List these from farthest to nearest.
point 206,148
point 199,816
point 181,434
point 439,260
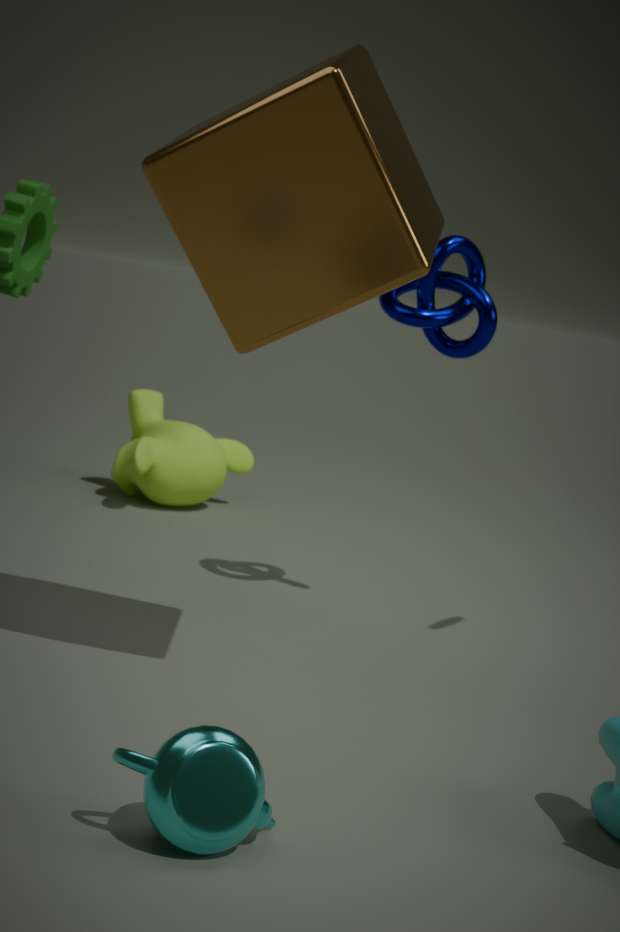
point 181,434, point 439,260, point 206,148, point 199,816
